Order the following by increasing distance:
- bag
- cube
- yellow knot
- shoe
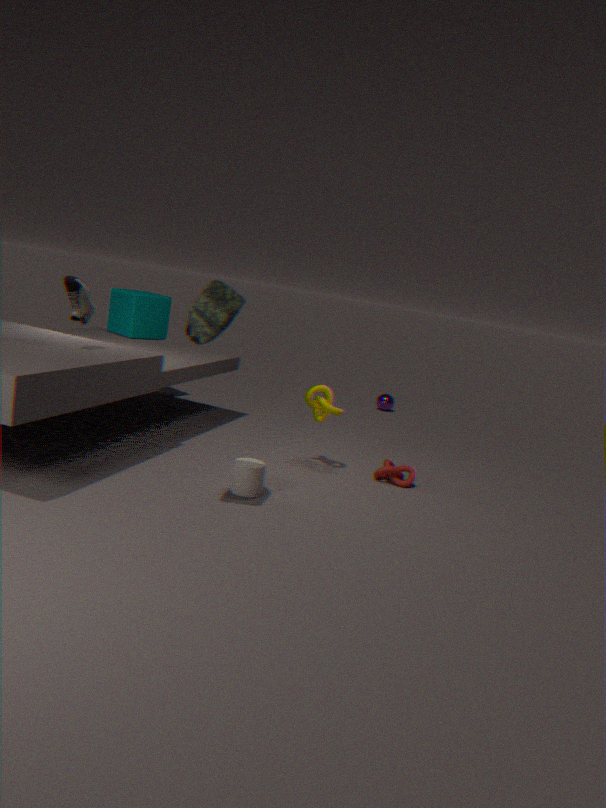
1. bag
2. shoe
3. yellow knot
4. cube
